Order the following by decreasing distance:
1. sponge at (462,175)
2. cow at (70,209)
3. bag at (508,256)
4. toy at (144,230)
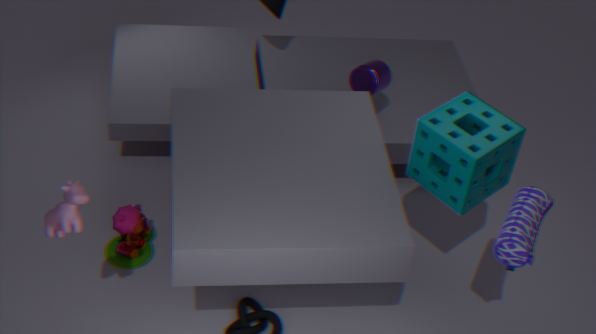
toy at (144,230), sponge at (462,175), bag at (508,256), cow at (70,209)
